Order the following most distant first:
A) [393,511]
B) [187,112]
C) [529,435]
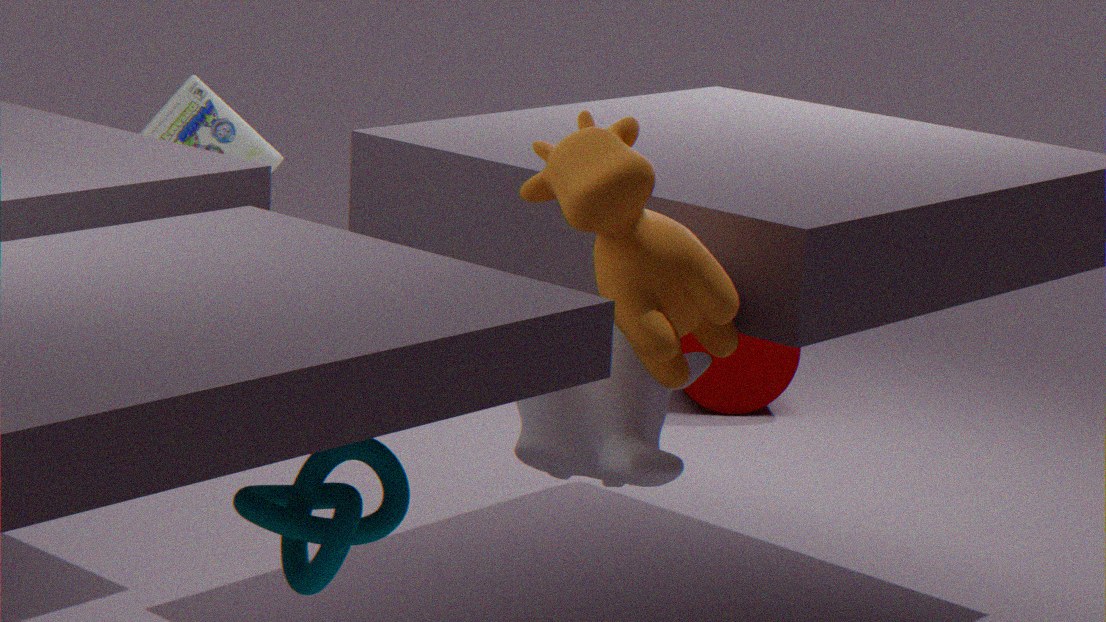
[187,112], [529,435], [393,511]
